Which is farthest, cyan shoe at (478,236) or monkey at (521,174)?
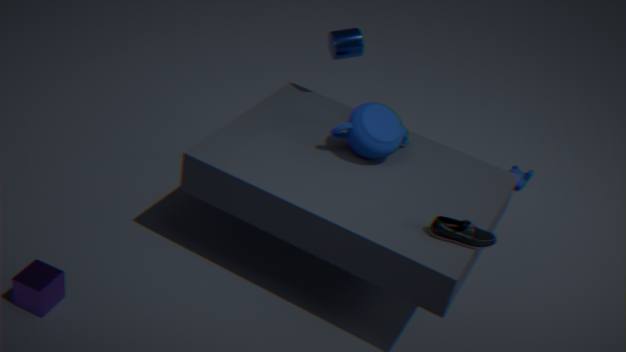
monkey at (521,174)
